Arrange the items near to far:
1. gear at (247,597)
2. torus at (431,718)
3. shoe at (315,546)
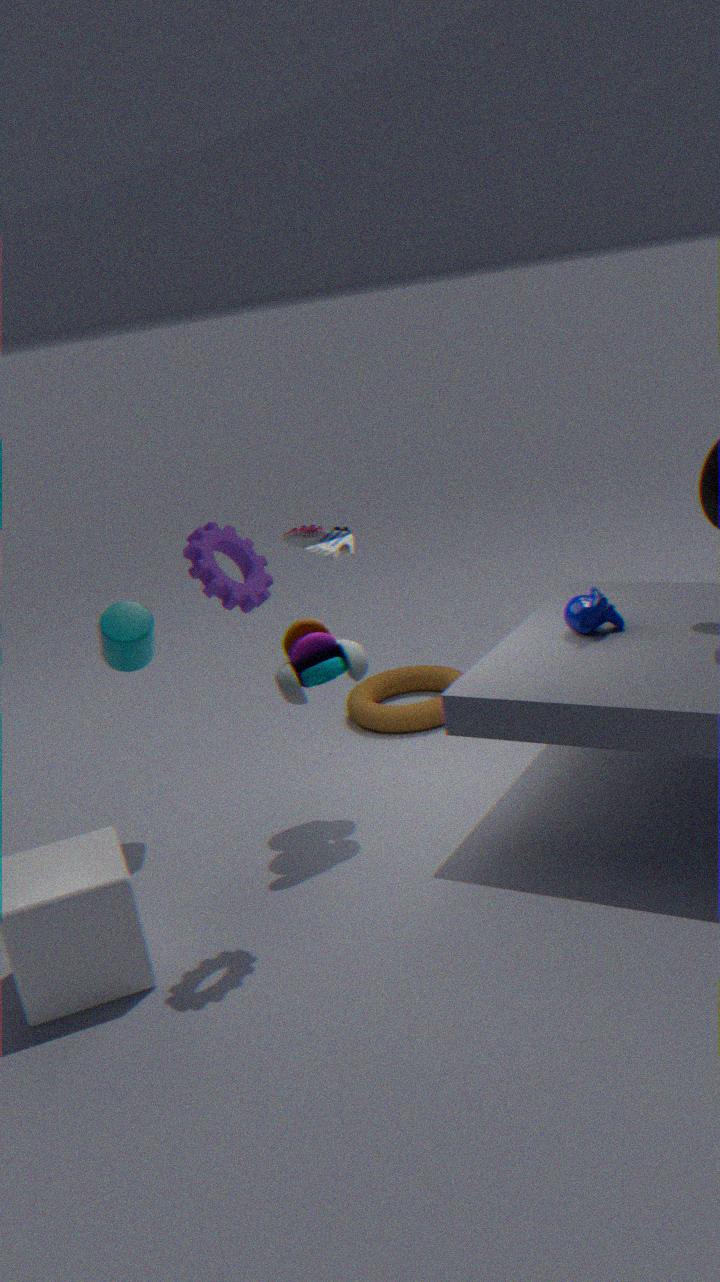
gear at (247,597)
shoe at (315,546)
torus at (431,718)
